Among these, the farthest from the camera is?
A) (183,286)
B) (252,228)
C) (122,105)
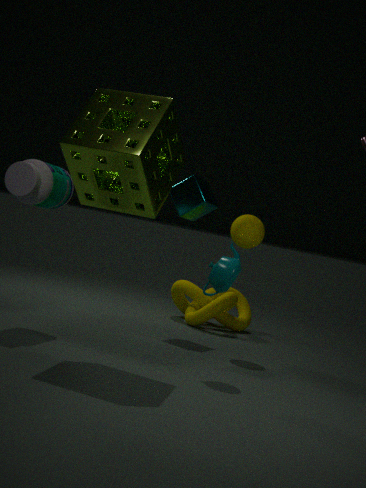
(183,286)
